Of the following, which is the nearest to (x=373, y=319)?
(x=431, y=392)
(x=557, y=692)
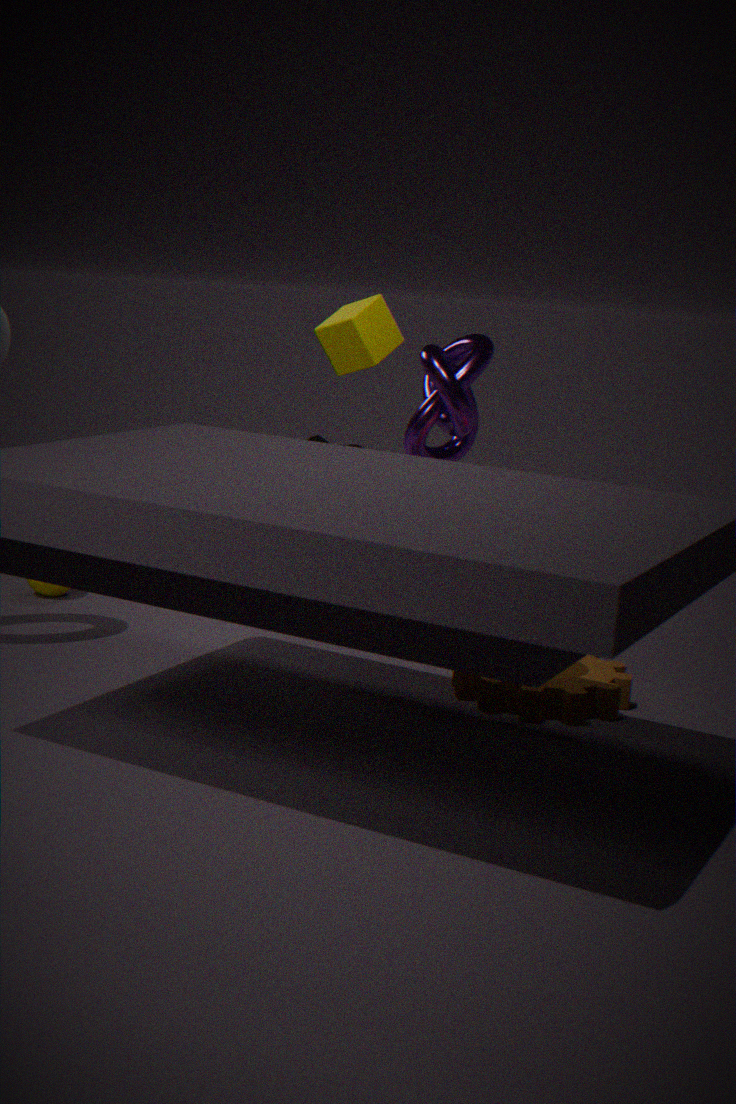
(x=431, y=392)
